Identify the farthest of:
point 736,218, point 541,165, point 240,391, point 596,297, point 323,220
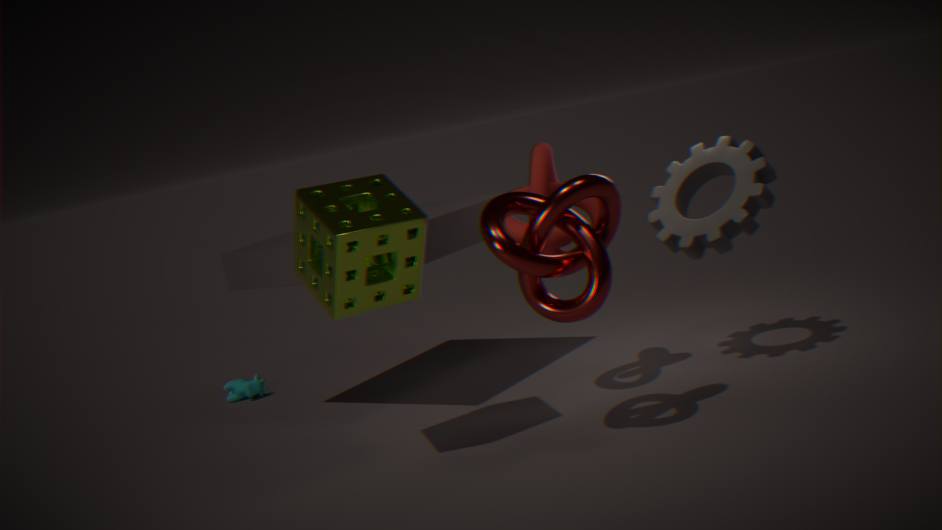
point 240,391
